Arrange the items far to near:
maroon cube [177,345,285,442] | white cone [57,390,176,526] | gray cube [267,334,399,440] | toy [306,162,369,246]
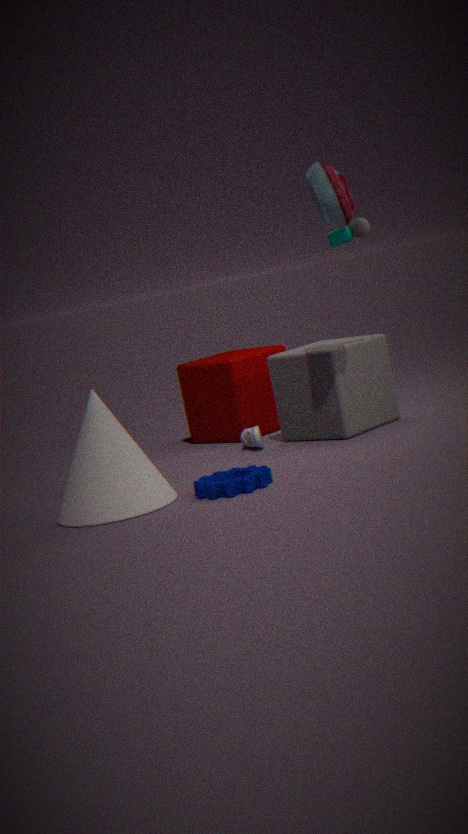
maroon cube [177,345,285,442] < gray cube [267,334,399,440] < toy [306,162,369,246] < white cone [57,390,176,526]
